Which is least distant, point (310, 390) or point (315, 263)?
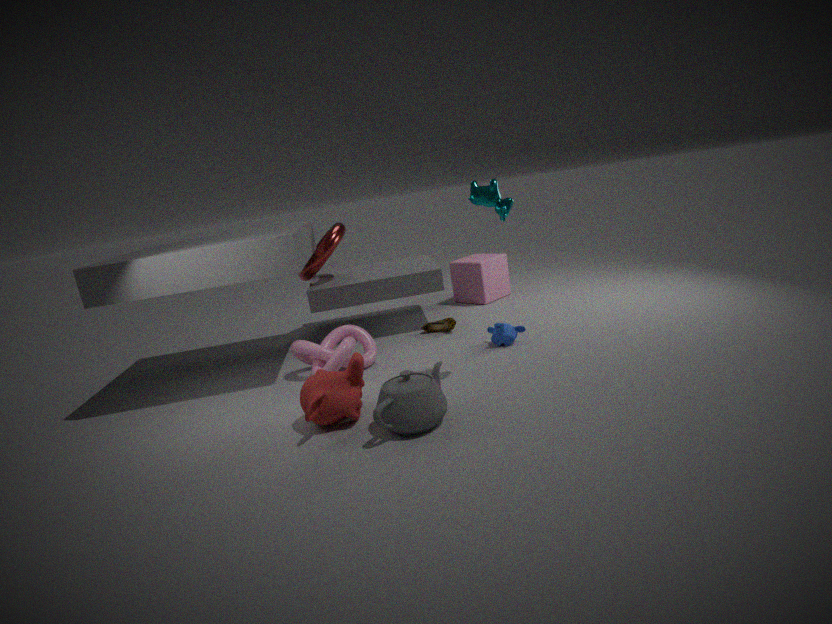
point (310, 390)
